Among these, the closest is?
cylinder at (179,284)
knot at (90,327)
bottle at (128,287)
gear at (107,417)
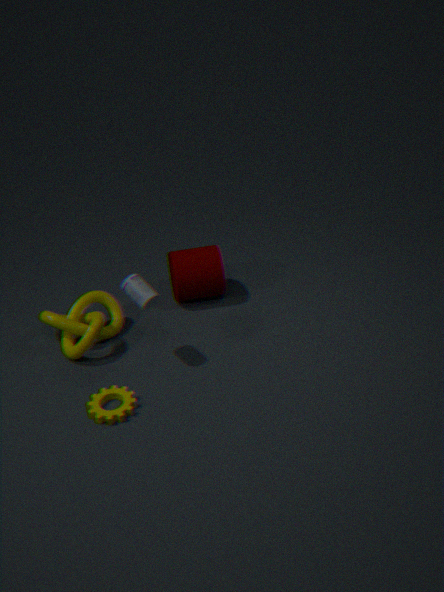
gear at (107,417)
